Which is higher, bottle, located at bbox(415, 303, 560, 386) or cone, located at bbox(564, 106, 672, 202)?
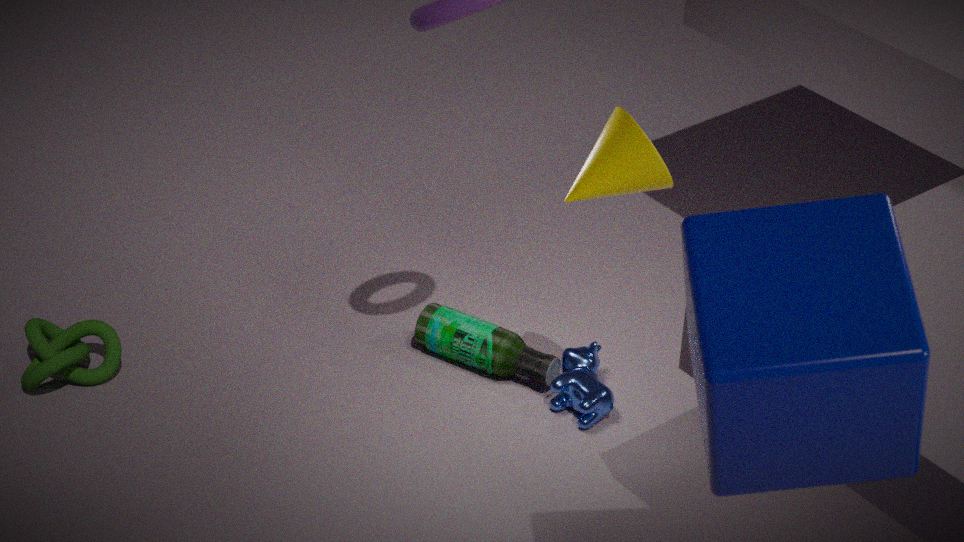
cone, located at bbox(564, 106, 672, 202)
